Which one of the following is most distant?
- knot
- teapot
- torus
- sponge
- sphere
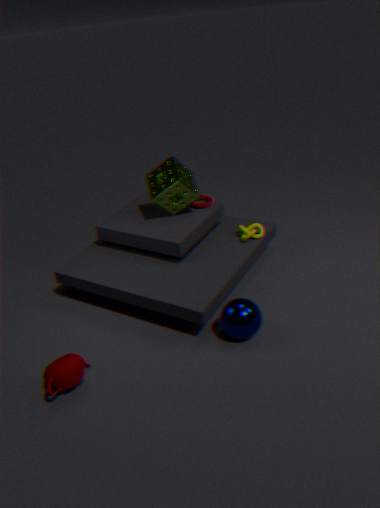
torus
